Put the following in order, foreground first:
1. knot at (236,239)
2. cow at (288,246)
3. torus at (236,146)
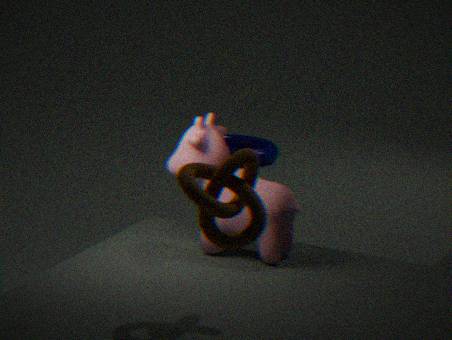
knot at (236,239)
cow at (288,246)
torus at (236,146)
